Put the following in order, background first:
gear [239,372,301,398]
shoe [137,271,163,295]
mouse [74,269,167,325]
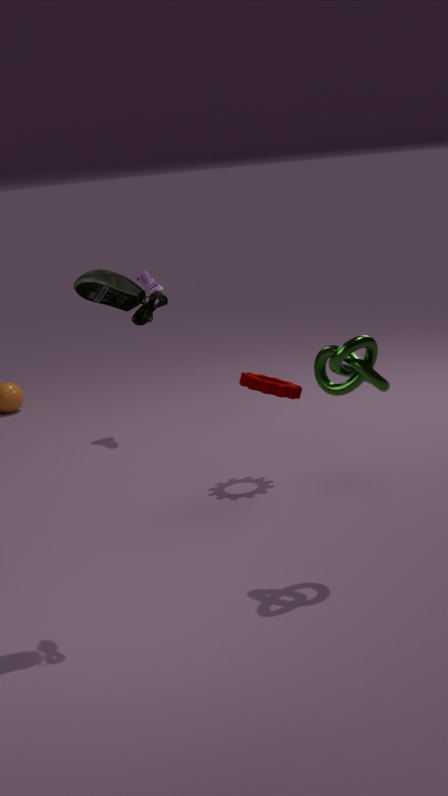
shoe [137,271,163,295] < gear [239,372,301,398] < mouse [74,269,167,325]
